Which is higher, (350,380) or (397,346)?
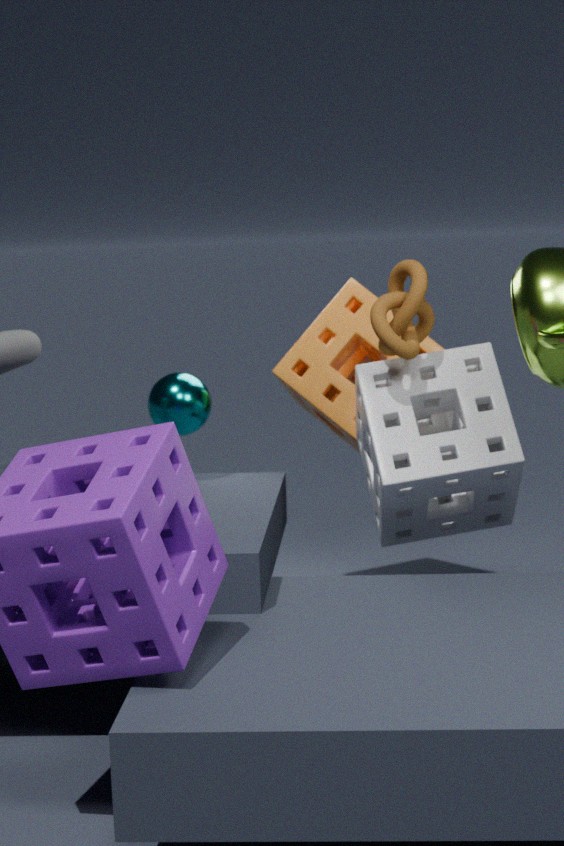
(397,346)
